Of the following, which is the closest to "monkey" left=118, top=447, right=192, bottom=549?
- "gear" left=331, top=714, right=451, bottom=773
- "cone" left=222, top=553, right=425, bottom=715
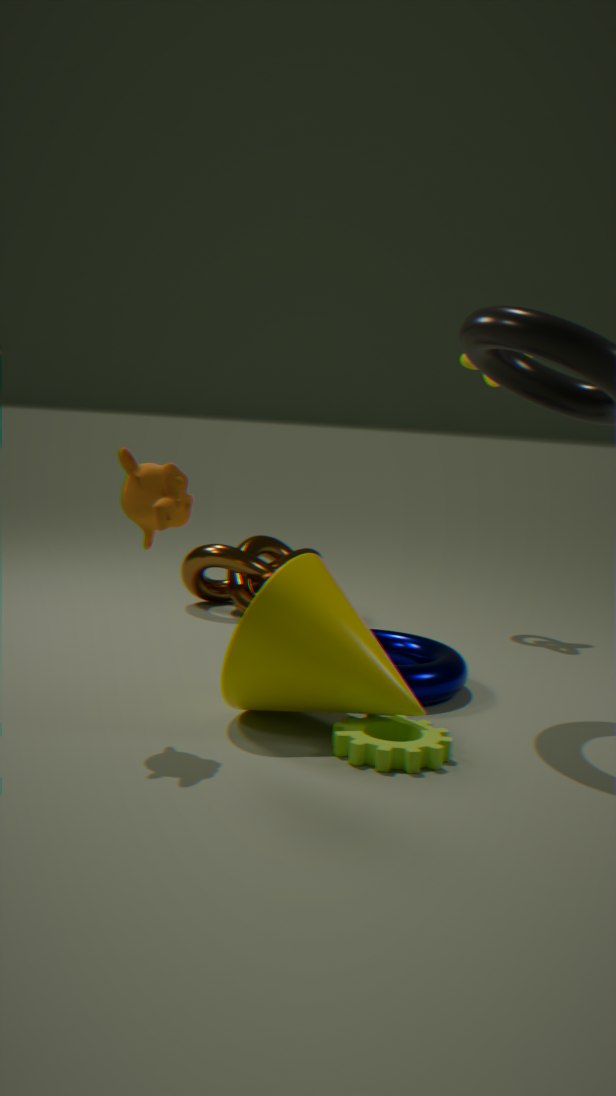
"cone" left=222, top=553, right=425, bottom=715
